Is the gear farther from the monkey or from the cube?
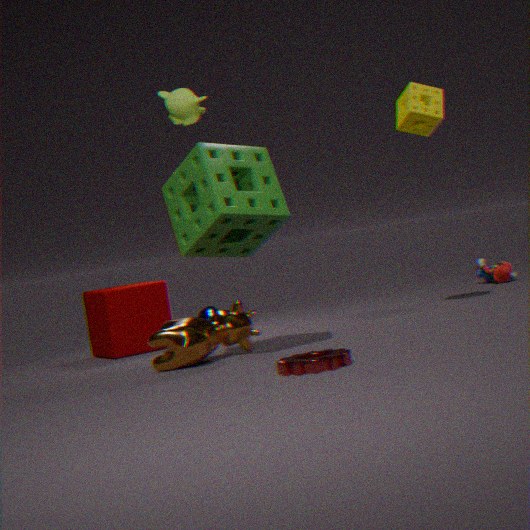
the cube
